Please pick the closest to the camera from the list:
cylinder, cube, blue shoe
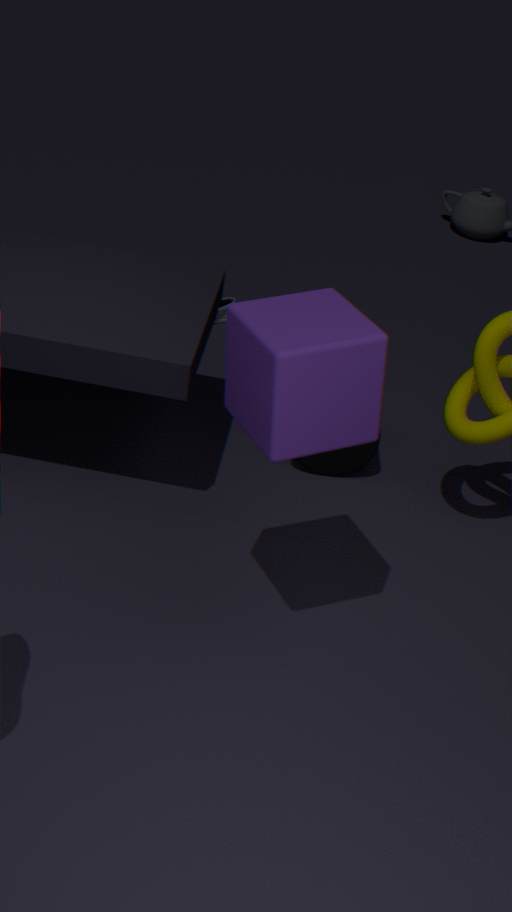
cube
